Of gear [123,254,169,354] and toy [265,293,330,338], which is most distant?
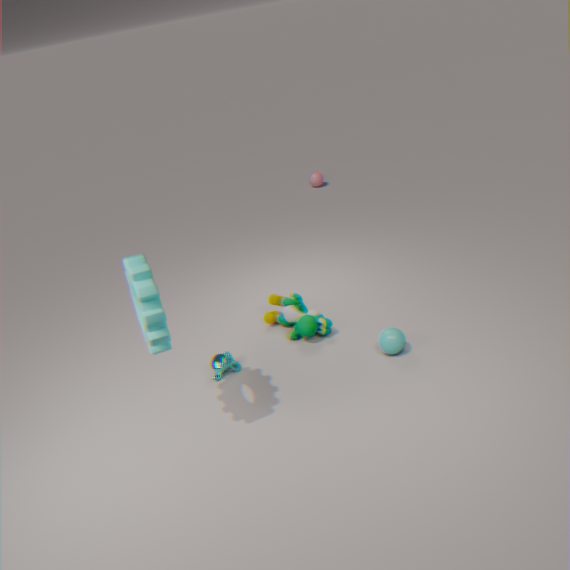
toy [265,293,330,338]
